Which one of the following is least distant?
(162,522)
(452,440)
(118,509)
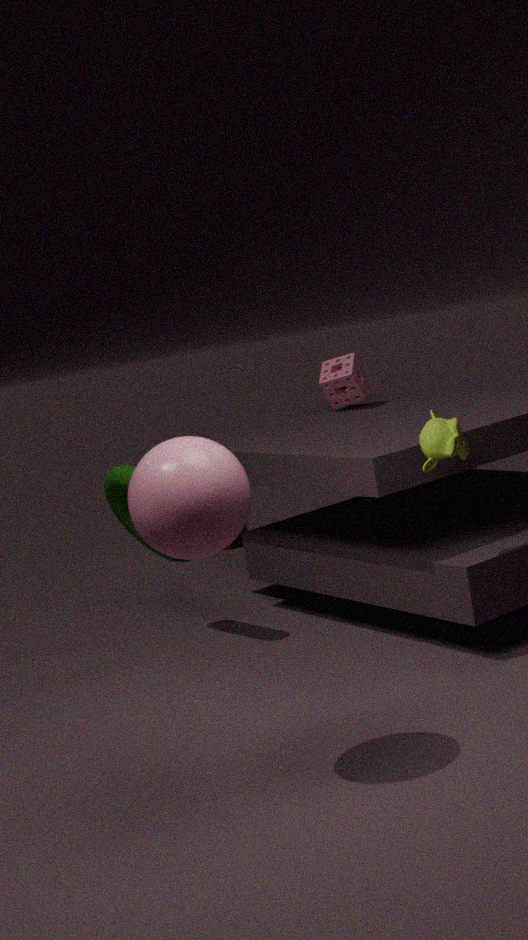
(162,522)
